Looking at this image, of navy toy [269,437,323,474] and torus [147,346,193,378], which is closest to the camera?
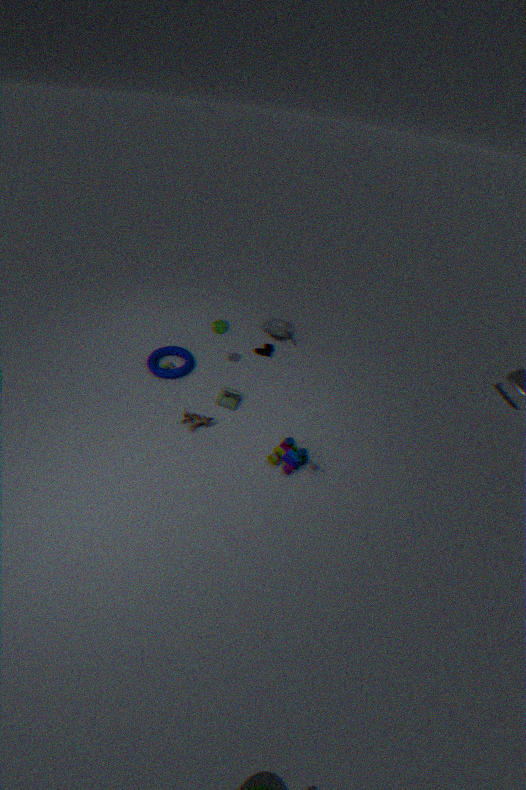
navy toy [269,437,323,474]
